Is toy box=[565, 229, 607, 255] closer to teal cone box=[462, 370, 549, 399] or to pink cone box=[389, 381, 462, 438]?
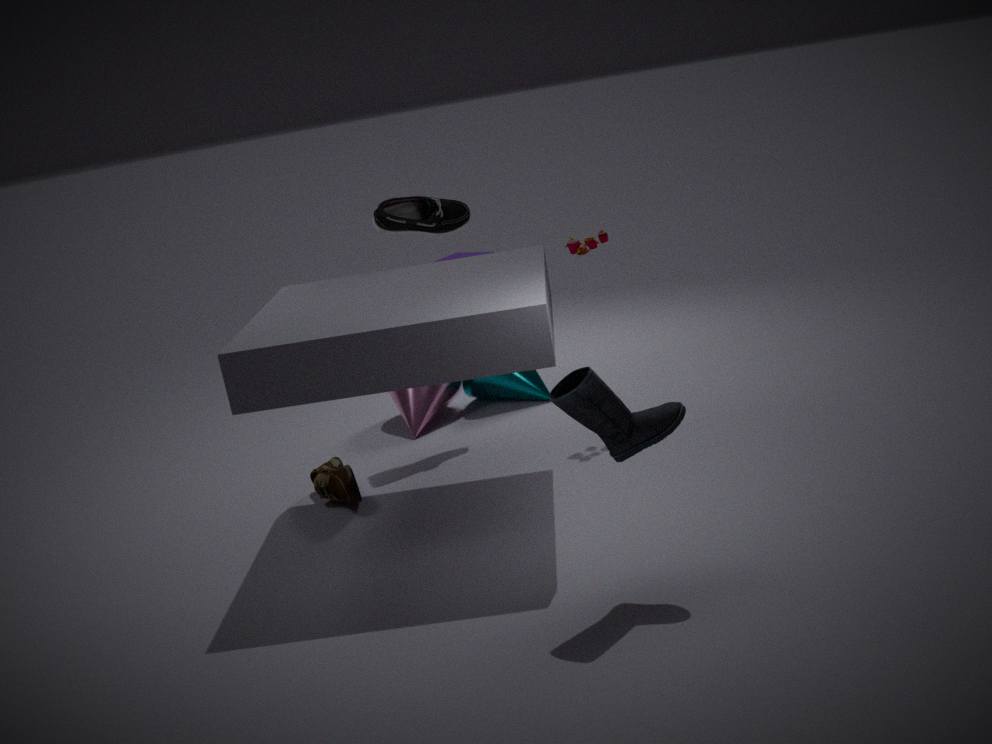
teal cone box=[462, 370, 549, 399]
